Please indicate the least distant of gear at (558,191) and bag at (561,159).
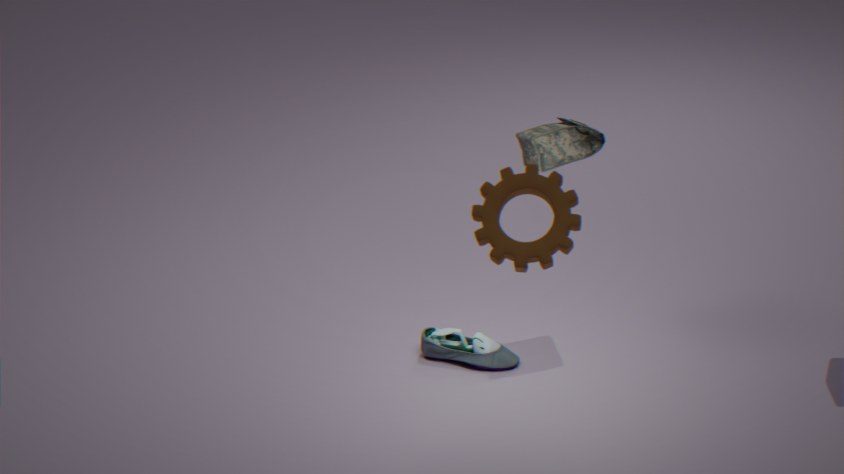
gear at (558,191)
